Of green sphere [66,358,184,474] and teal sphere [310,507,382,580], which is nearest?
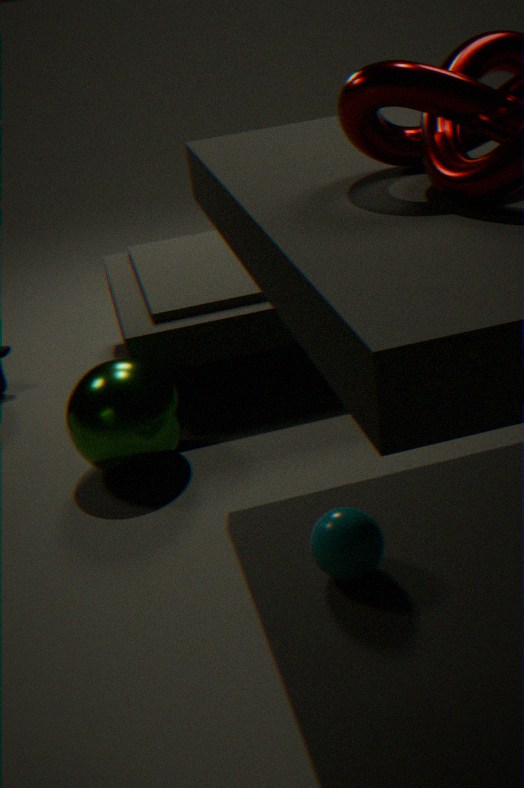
teal sphere [310,507,382,580]
